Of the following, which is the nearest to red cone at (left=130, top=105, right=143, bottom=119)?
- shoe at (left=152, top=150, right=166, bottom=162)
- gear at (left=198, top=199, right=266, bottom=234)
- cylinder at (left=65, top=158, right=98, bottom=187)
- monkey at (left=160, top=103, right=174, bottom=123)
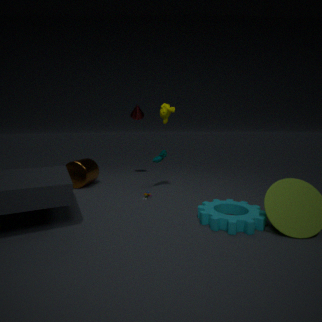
shoe at (left=152, top=150, right=166, bottom=162)
